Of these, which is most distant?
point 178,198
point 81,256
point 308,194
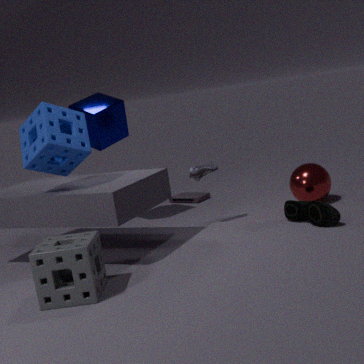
point 178,198
